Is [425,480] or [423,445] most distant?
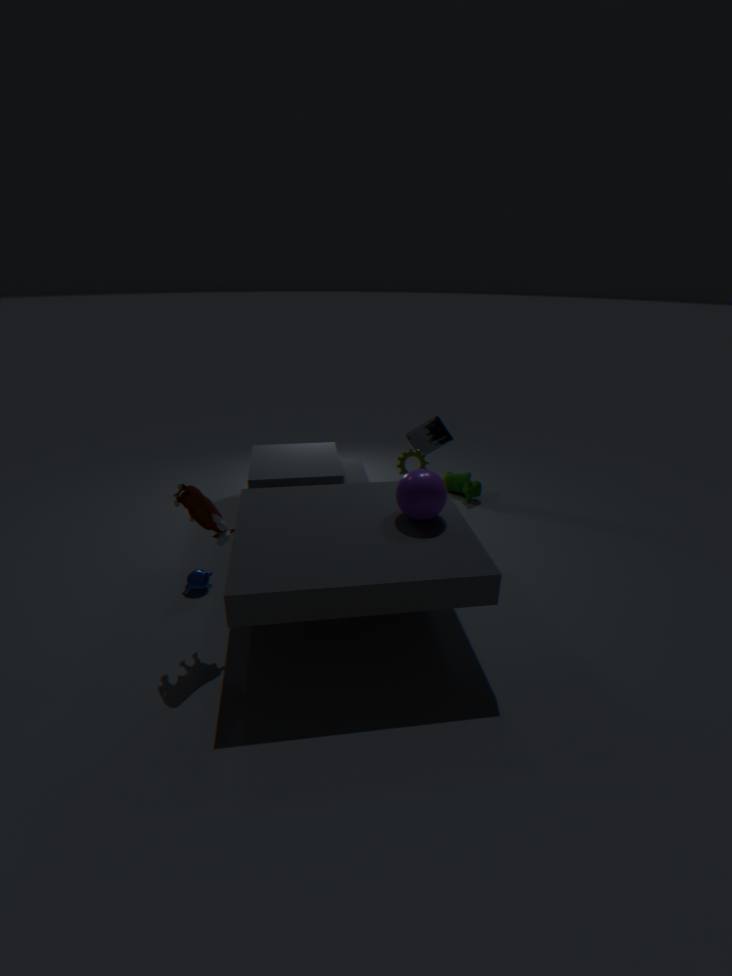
[423,445]
